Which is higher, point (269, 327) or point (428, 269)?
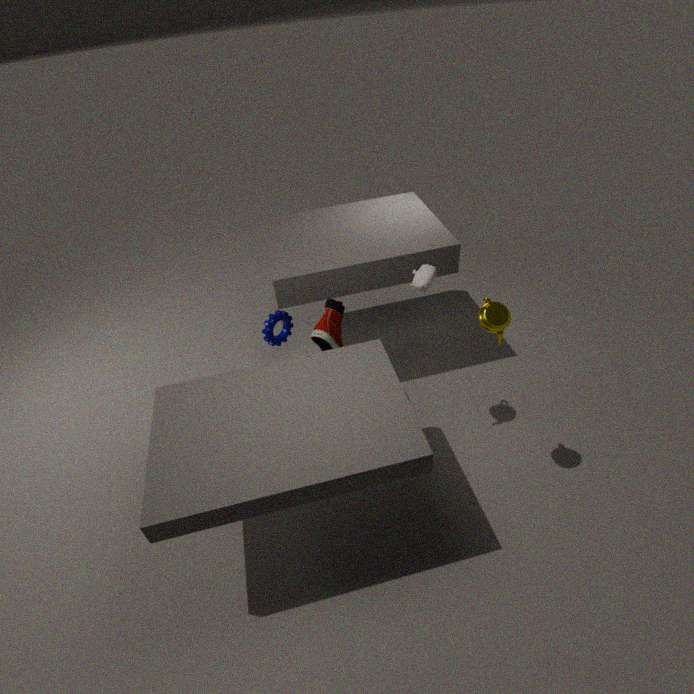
point (428, 269)
